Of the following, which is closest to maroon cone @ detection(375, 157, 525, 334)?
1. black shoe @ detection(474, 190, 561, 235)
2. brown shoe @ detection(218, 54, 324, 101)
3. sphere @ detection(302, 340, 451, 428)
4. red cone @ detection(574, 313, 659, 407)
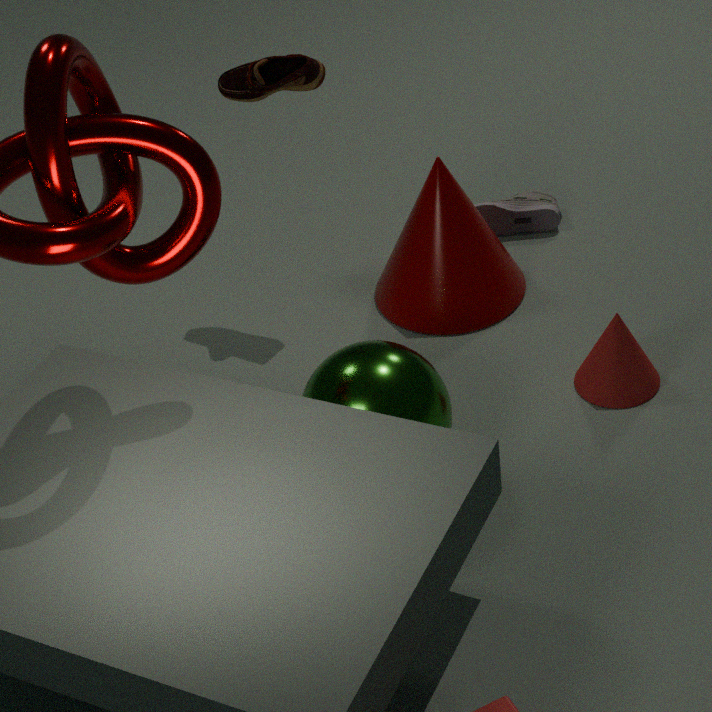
black shoe @ detection(474, 190, 561, 235)
